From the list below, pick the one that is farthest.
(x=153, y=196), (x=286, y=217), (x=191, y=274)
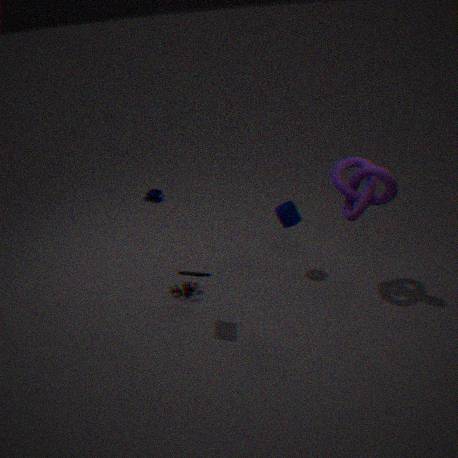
(x=153, y=196)
